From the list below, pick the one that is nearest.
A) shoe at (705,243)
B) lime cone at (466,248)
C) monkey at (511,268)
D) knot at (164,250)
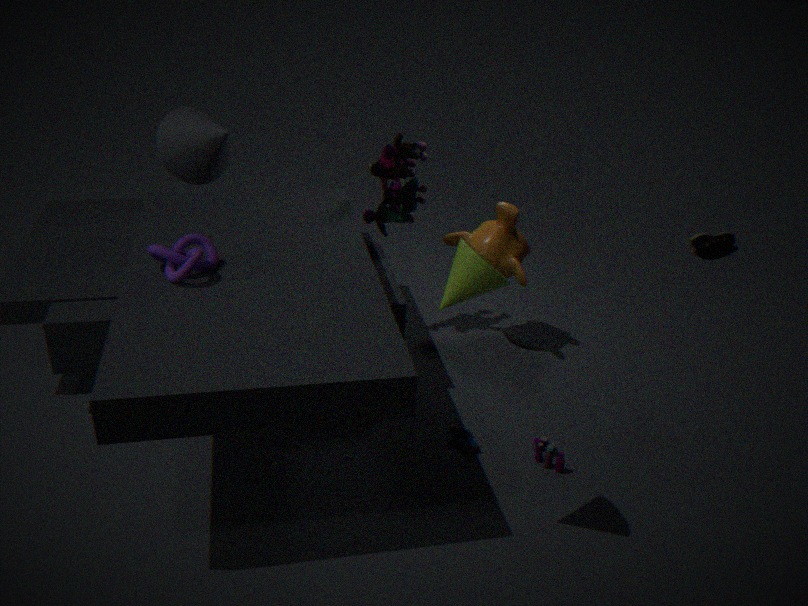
lime cone at (466,248)
